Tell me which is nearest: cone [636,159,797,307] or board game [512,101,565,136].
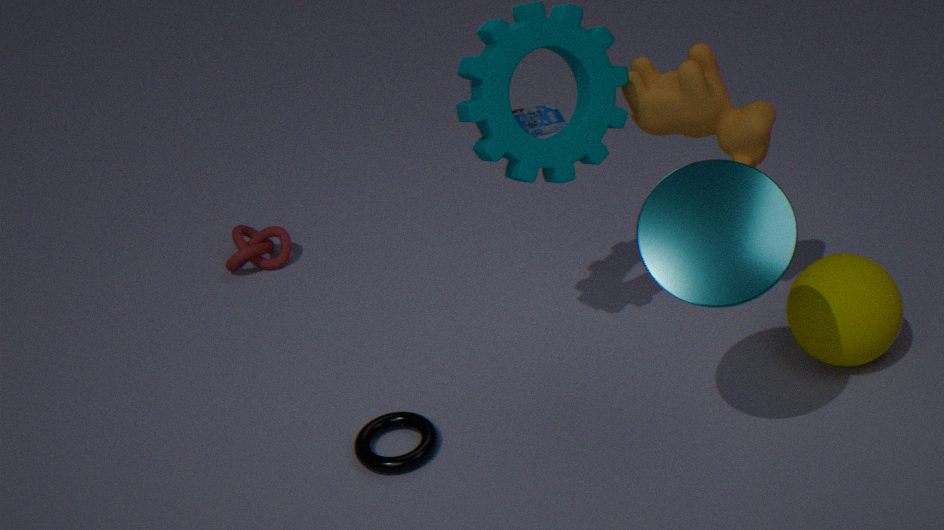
cone [636,159,797,307]
